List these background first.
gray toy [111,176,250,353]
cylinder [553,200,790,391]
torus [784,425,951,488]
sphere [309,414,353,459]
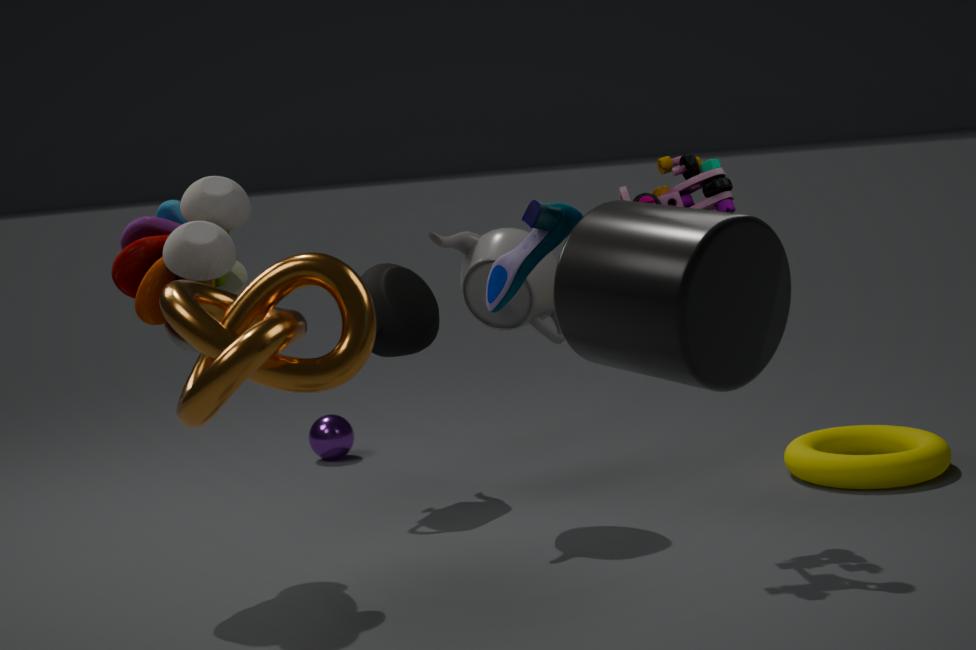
sphere [309,414,353,459], torus [784,425,951,488], gray toy [111,176,250,353], cylinder [553,200,790,391]
